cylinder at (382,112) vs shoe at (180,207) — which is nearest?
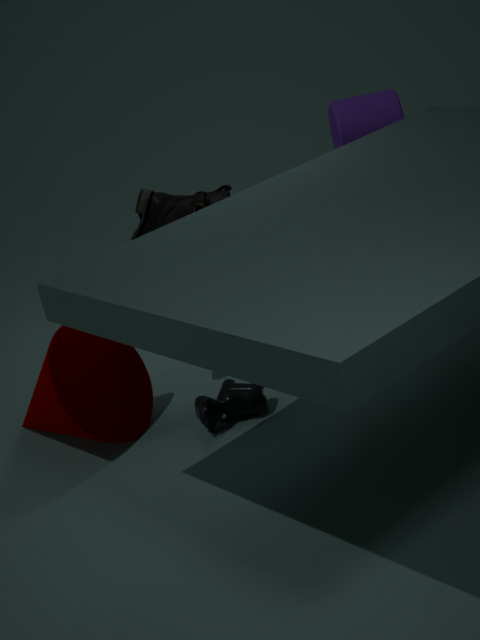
shoe at (180,207)
